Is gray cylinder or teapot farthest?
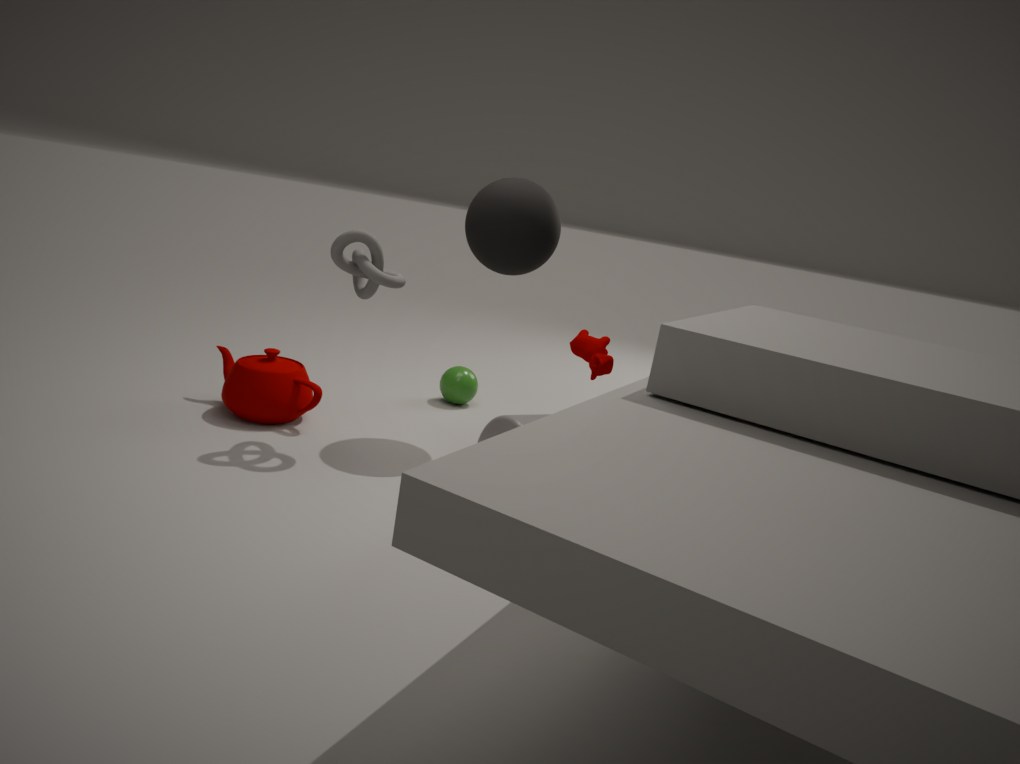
teapot
